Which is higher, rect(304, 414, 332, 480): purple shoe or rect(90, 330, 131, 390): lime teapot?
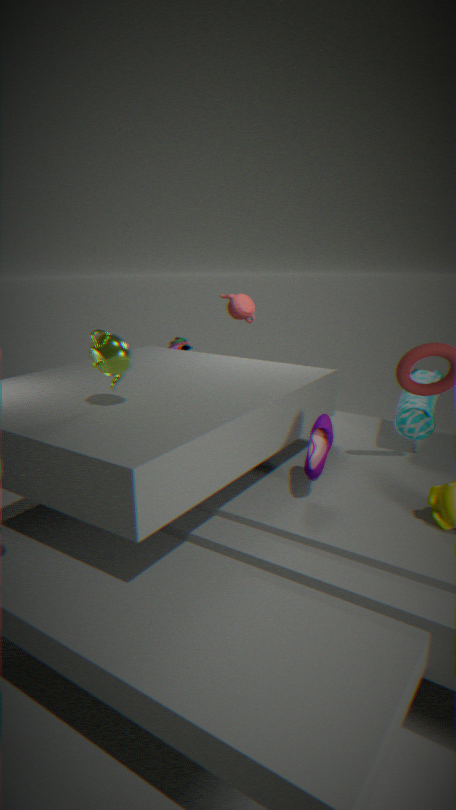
rect(90, 330, 131, 390): lime teapot
